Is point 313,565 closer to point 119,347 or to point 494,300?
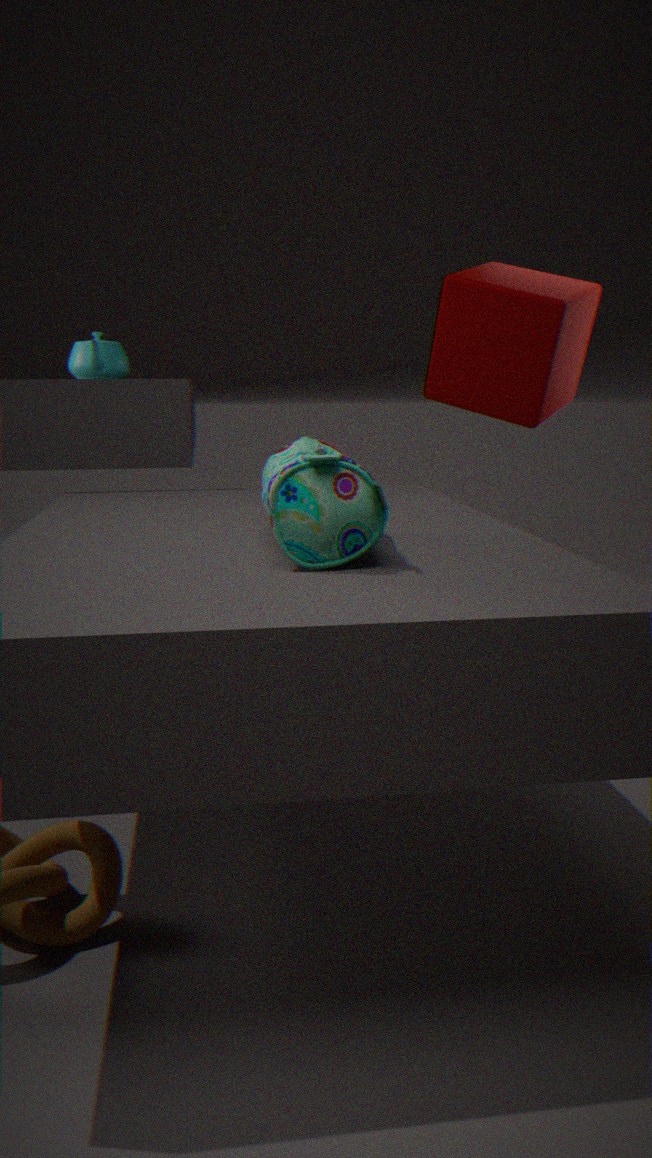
point 119,347
